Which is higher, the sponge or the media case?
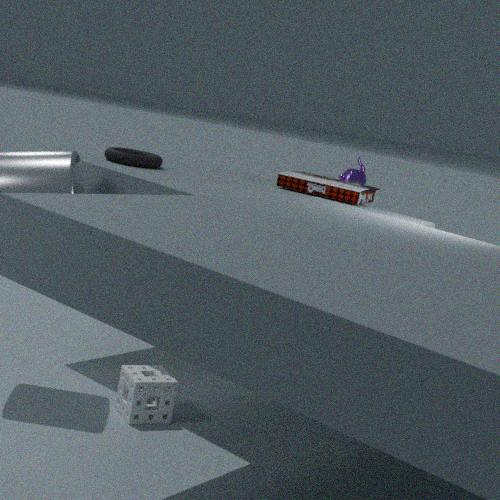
the media case
